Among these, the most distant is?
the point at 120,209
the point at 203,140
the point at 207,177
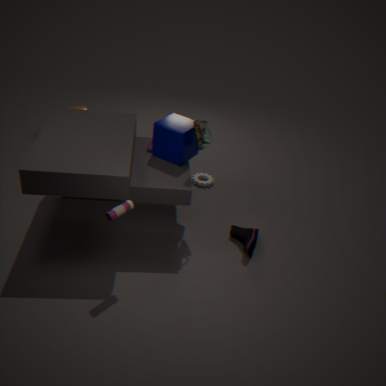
the point at 207,177
